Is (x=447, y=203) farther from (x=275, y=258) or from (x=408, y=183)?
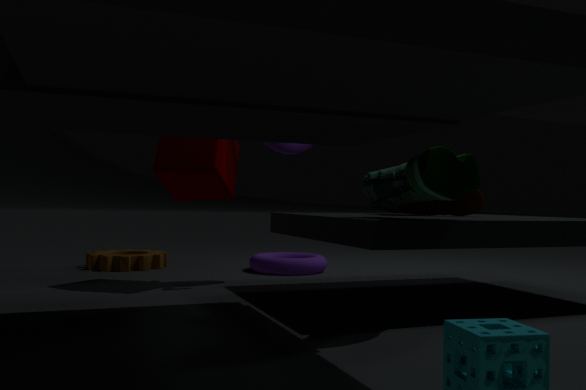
(x=275, y=258)
